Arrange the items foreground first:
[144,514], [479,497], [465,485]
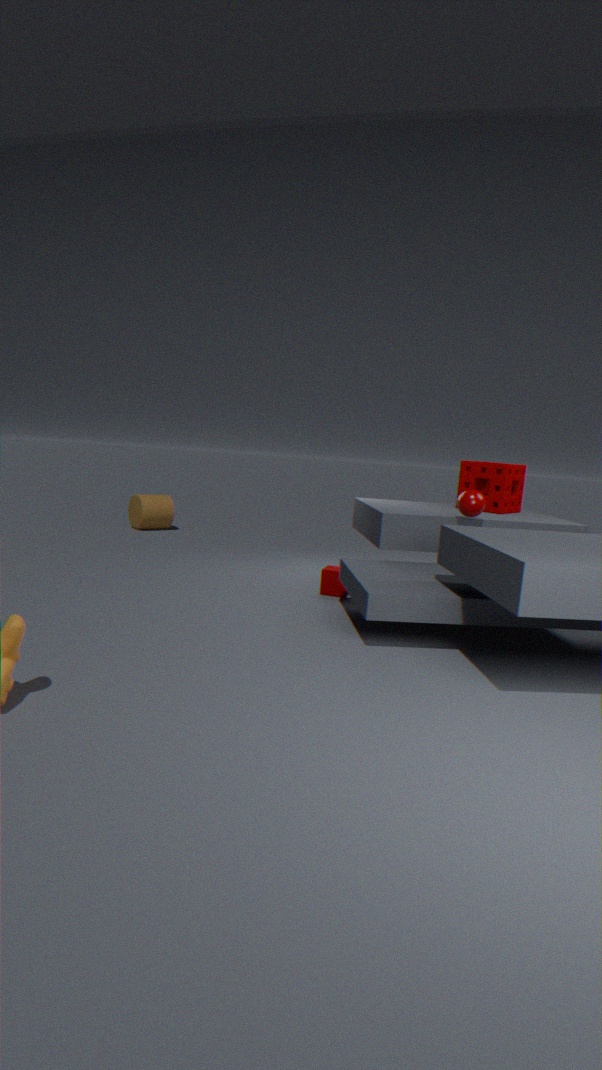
[479,497] < [465,485] < [144,514]
